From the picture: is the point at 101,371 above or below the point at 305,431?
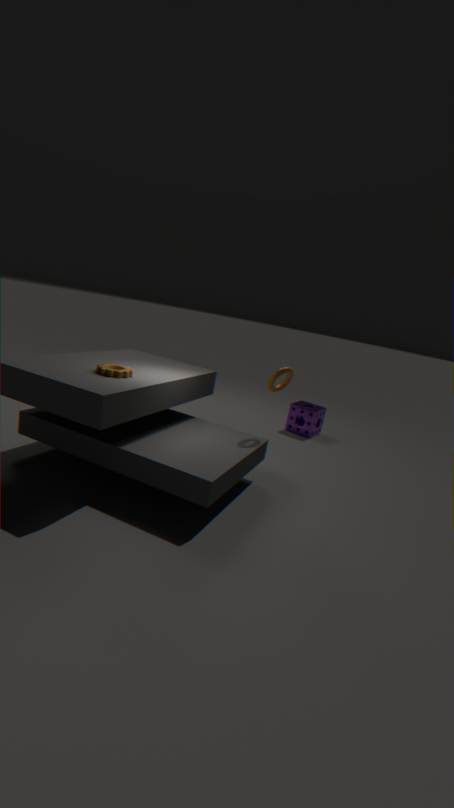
above
